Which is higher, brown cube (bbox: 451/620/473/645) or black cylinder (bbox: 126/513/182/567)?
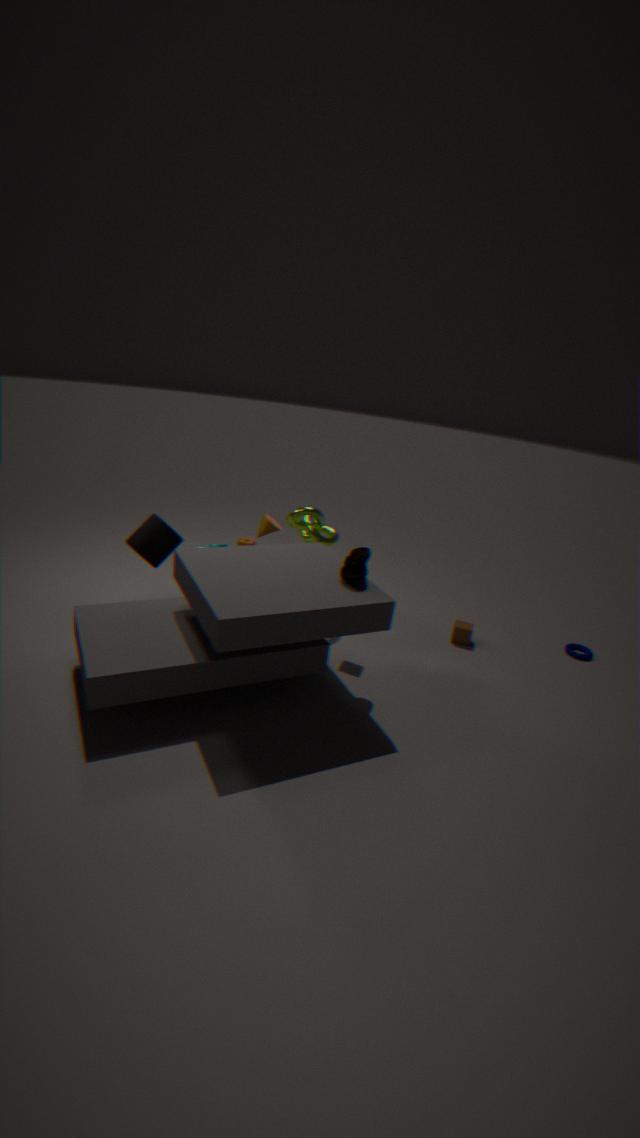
black cylinder (bbox: 126/513/182/567)
